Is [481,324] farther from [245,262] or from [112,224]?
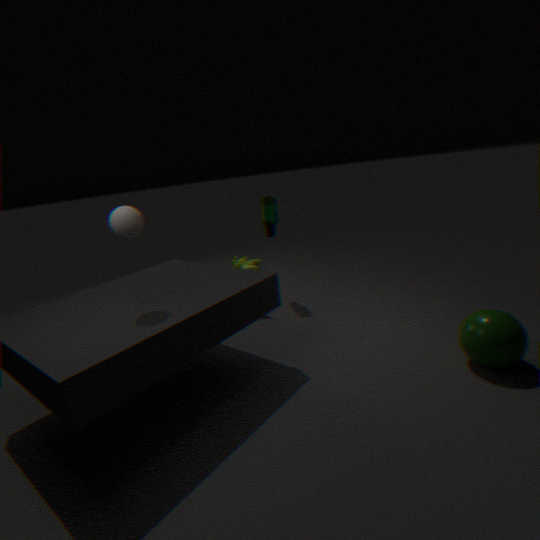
[245,262]
